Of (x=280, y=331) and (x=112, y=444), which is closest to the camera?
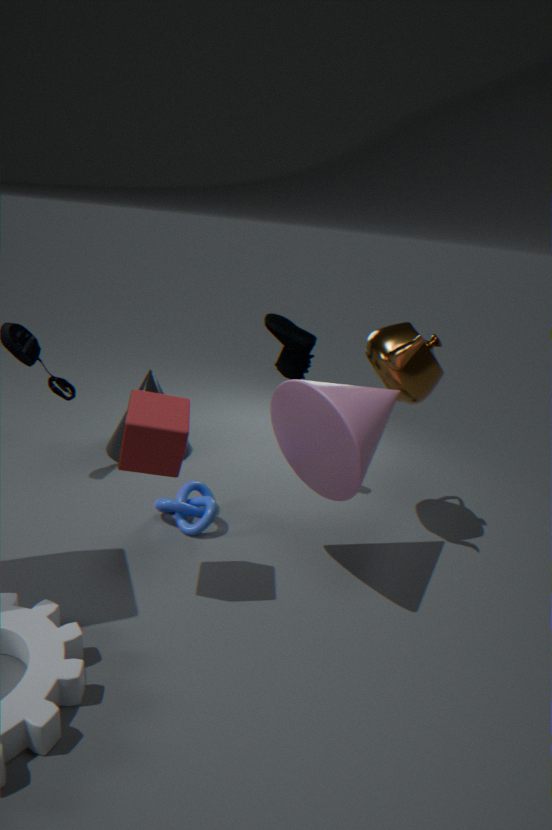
(x=280, y=331)
